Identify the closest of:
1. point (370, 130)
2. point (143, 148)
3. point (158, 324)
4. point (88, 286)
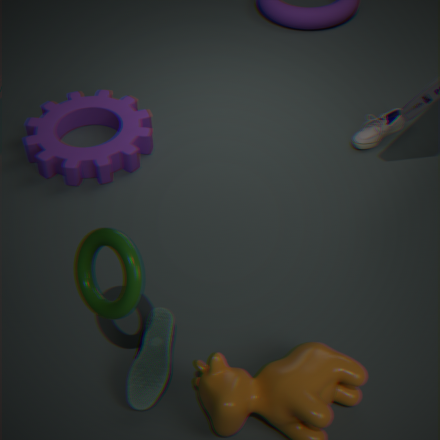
point (88, 286)
